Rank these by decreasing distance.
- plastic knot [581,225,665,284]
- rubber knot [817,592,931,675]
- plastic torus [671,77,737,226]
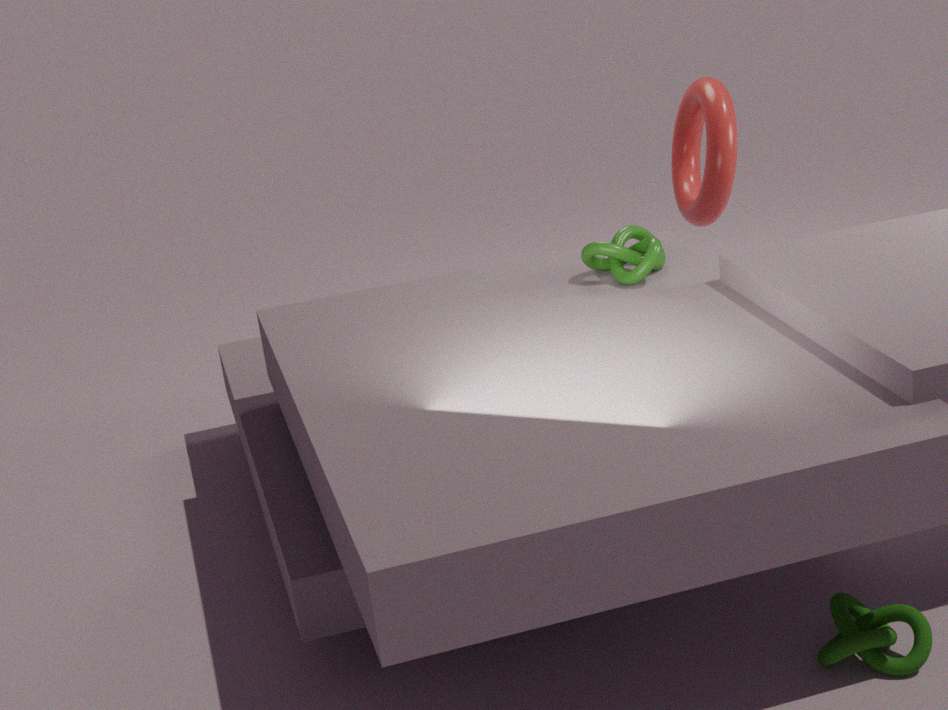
plastic torus [671,77,737,226] < plastic knot [581,225,665,284] < rubber knot [817,592,931,675]
